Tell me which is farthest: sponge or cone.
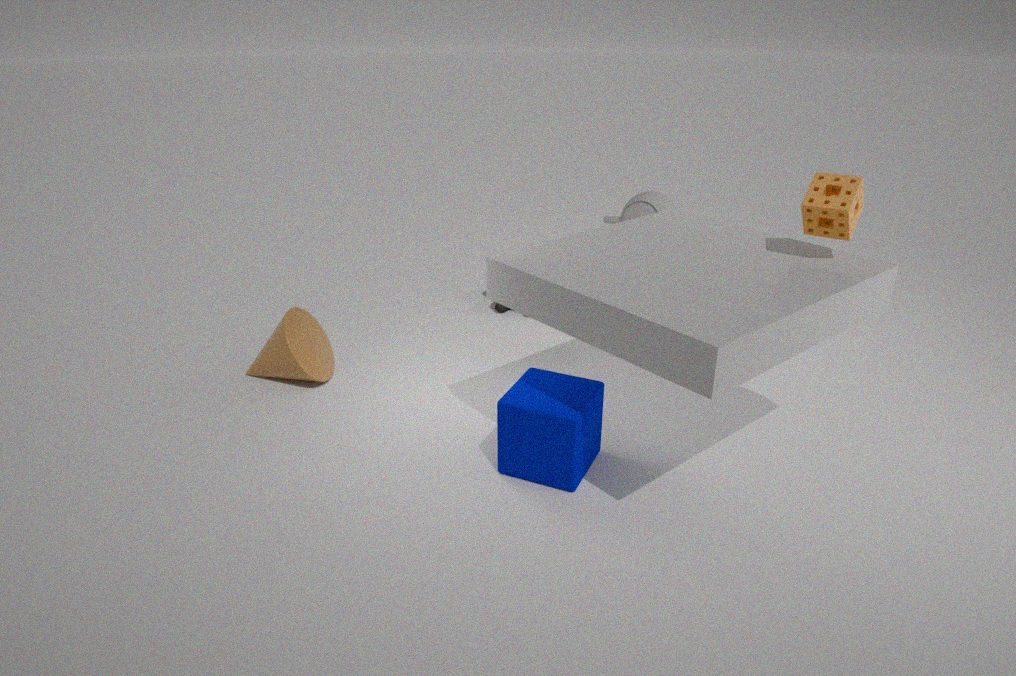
cone
